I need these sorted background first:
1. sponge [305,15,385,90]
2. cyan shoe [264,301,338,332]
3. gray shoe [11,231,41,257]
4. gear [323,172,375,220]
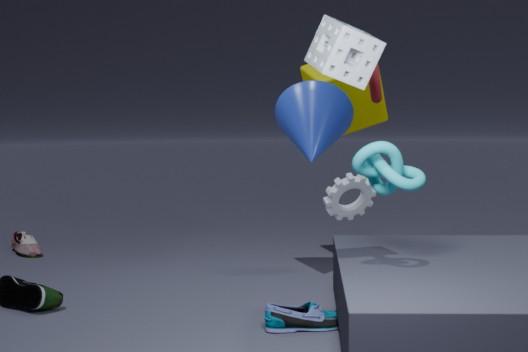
gray shoe [11,231,41,257] → gear [323,172,375,220] → cyan shoe [264,301,338,332] → sponge [305,15,385,90]
